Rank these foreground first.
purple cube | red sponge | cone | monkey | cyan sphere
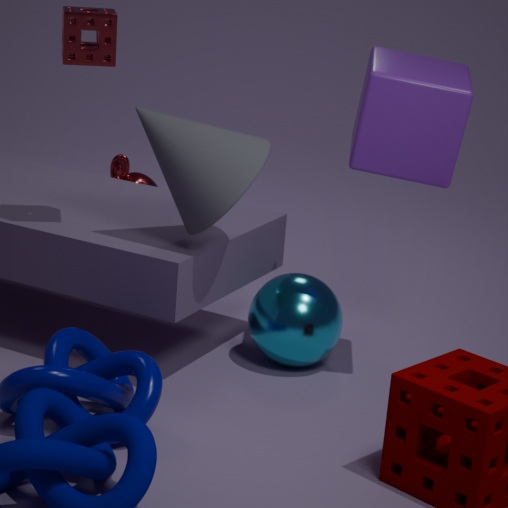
→ purple cube → cone → red sponge → cyan sphere → monkey
